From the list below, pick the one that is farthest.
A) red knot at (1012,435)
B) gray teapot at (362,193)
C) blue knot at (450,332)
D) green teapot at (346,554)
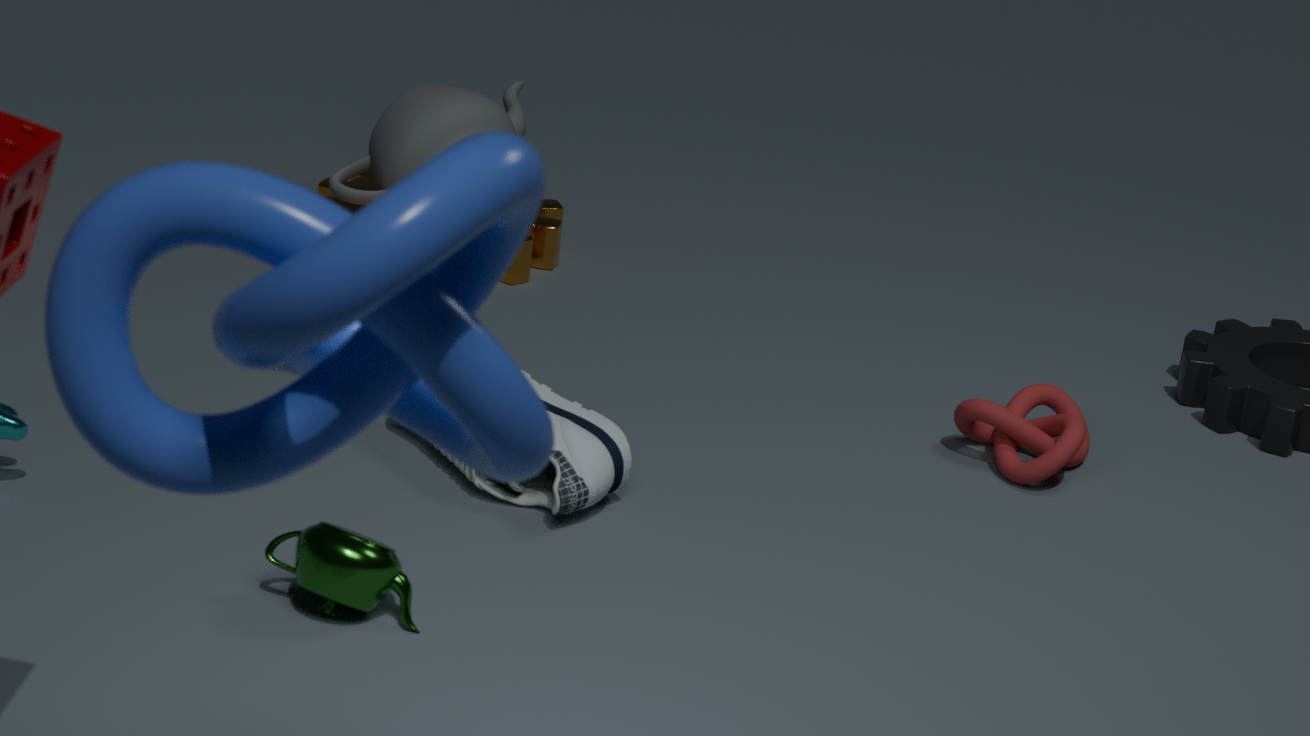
gray teapot at (362,193)
